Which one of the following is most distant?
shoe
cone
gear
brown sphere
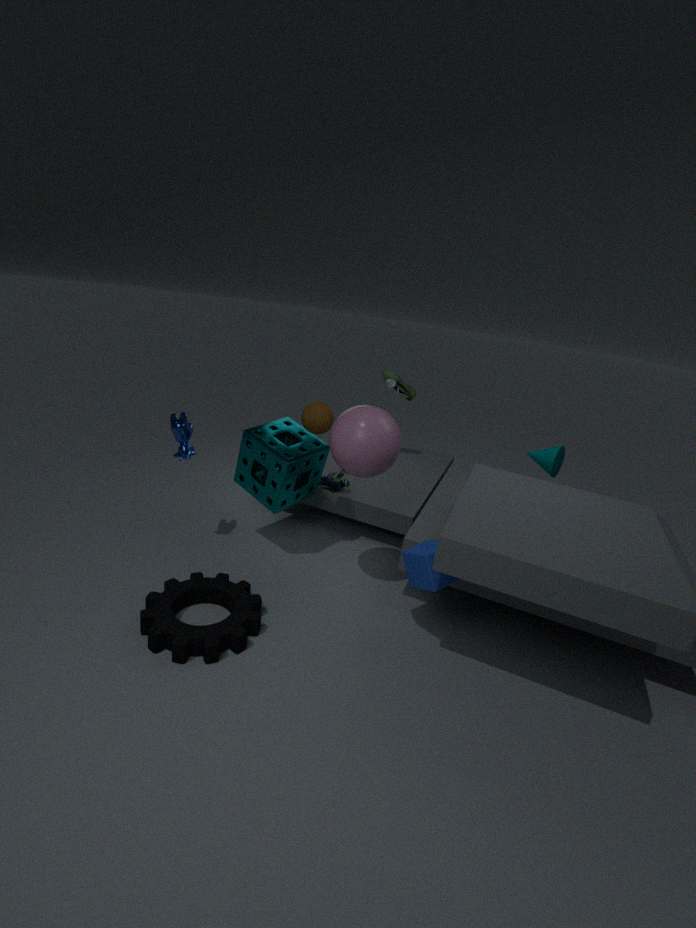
shoe
